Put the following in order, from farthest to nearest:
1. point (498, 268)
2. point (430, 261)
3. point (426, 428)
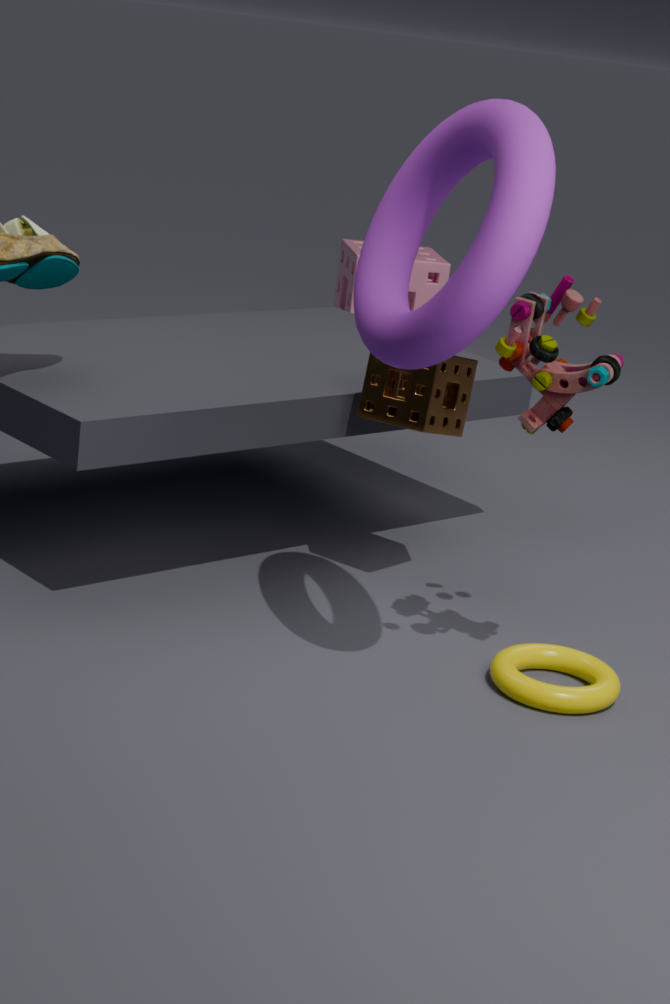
1. point (430, 261)
2. point (426, 428)
3. point (498, 268)
